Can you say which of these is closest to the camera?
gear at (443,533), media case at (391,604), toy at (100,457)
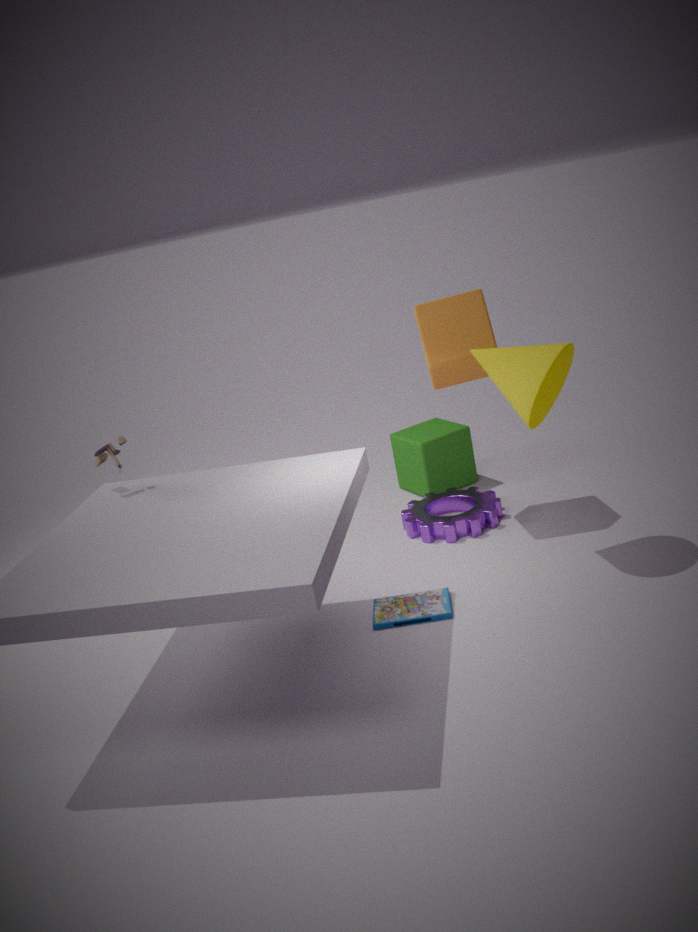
media case at (391,604)
